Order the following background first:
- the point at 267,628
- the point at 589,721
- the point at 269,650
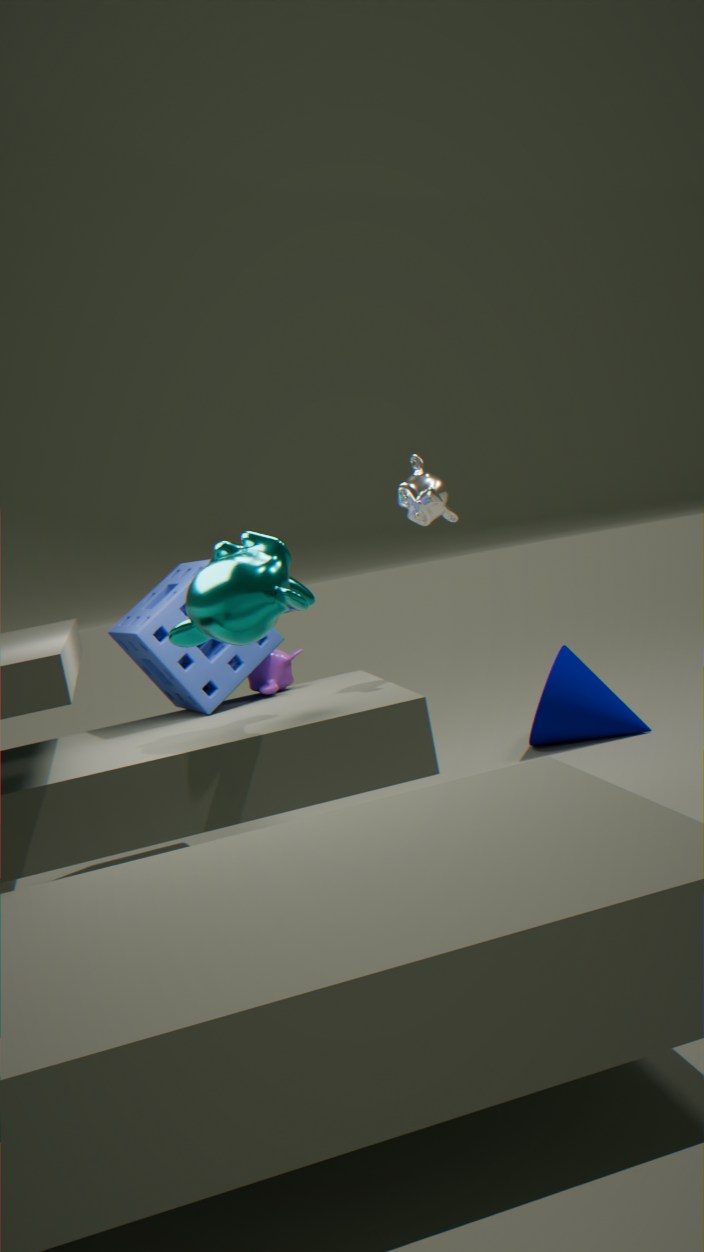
the point at 589,721 < the point at 269,650 < the point at 267,628
